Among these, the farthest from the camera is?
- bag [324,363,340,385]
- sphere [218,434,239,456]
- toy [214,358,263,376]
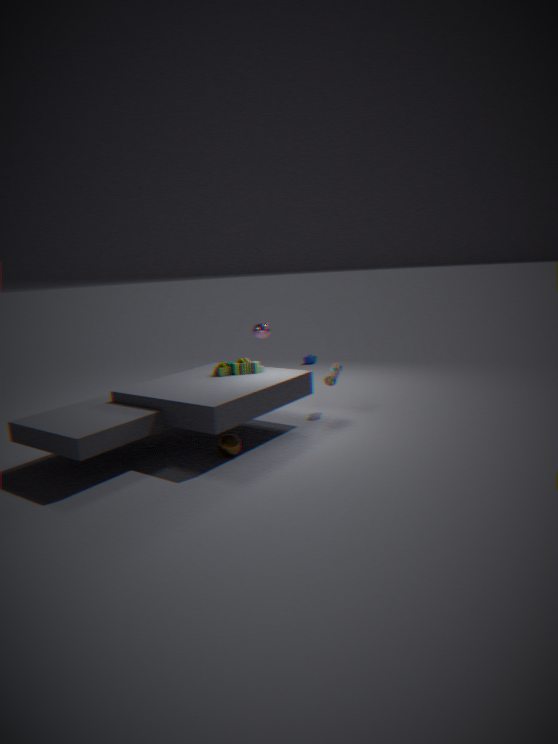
bag [324,363,340,385]
